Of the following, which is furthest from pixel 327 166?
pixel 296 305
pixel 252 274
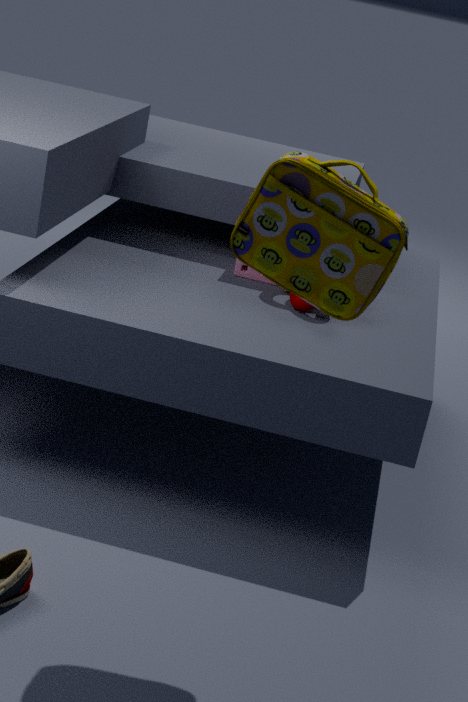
pixel 252 274
